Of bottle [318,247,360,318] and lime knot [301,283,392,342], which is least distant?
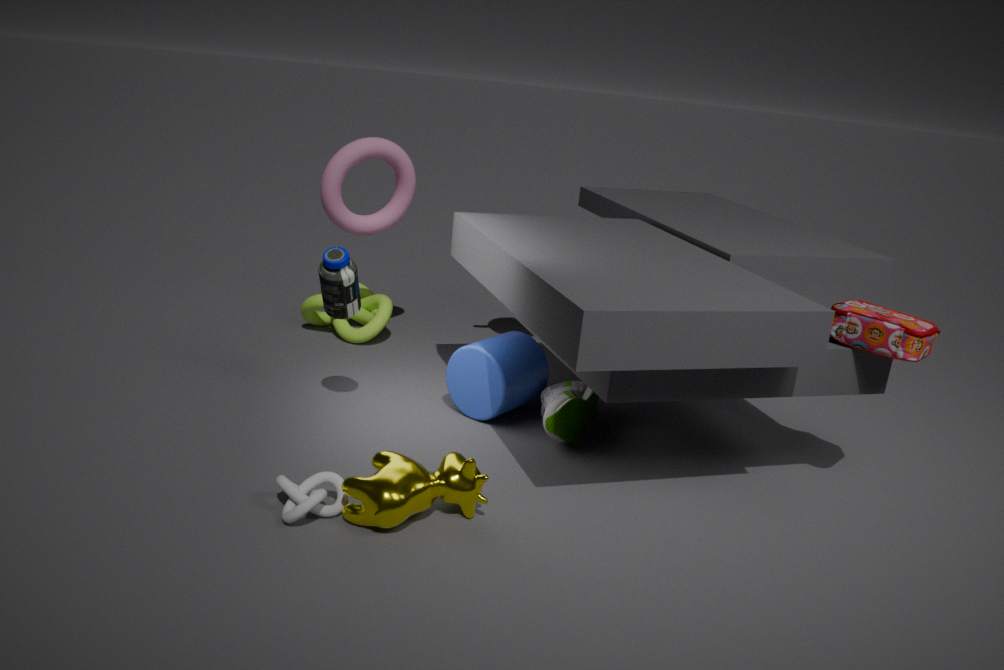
bottle [318,247,360,318]
